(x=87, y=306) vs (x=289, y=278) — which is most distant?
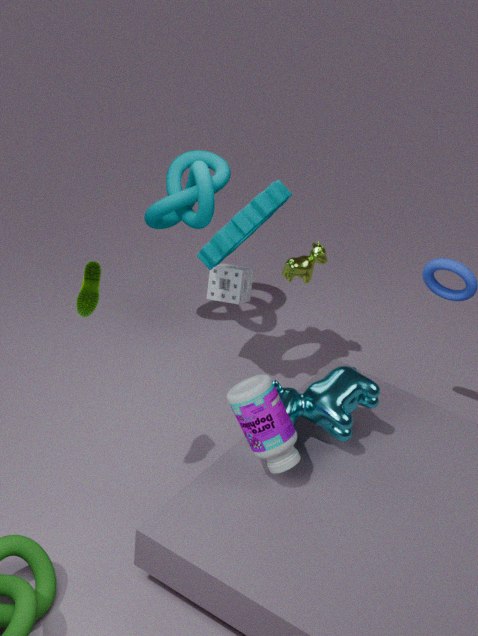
(x=289, y=278)
